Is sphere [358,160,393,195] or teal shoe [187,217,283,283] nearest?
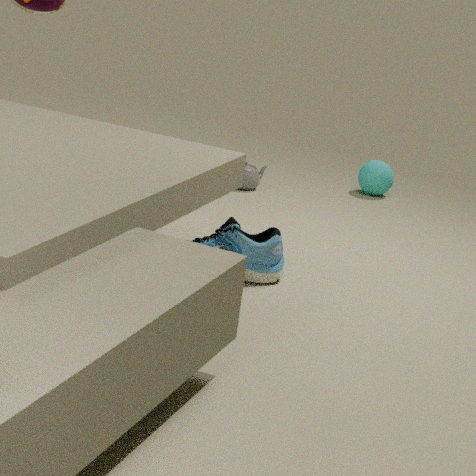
teal shoe [187,217,283,283]
